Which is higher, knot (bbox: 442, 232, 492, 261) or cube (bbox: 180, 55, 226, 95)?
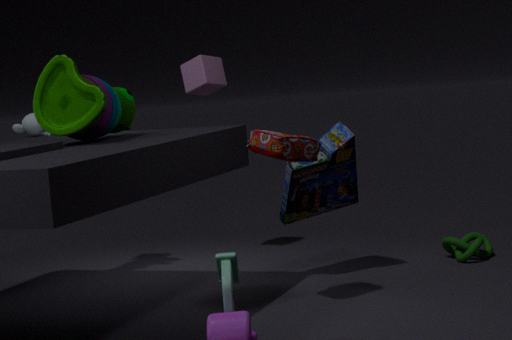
cube (bbox: 180, 55, 226, 95)
